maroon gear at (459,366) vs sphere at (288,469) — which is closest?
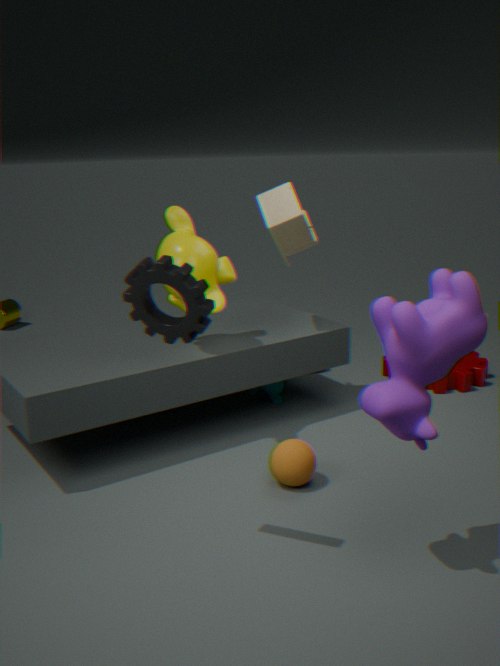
sphere at (288,469)
